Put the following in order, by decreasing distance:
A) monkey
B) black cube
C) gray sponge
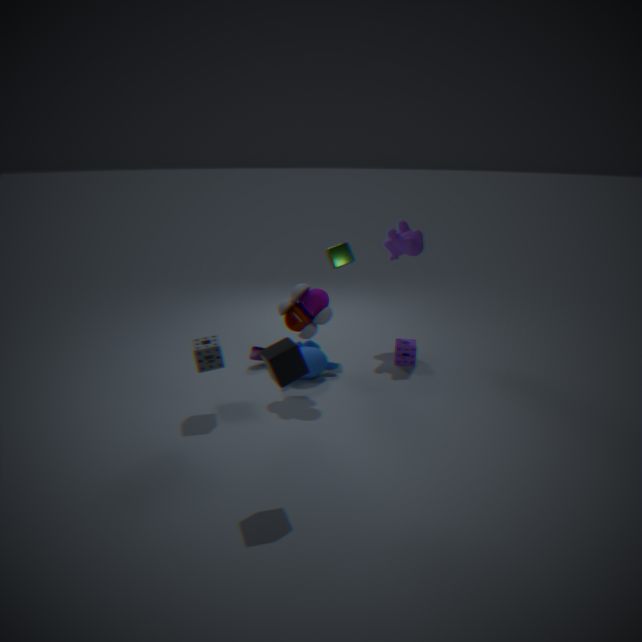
1. monkey
2. gray sponge
3. black cube
